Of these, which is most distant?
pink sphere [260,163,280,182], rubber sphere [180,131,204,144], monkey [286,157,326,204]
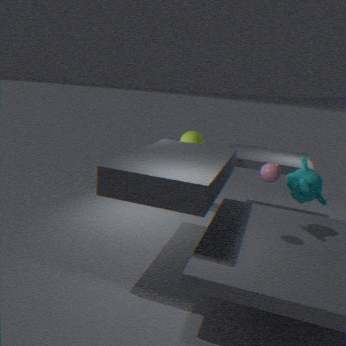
rubber sphere [180,131,204,144]
